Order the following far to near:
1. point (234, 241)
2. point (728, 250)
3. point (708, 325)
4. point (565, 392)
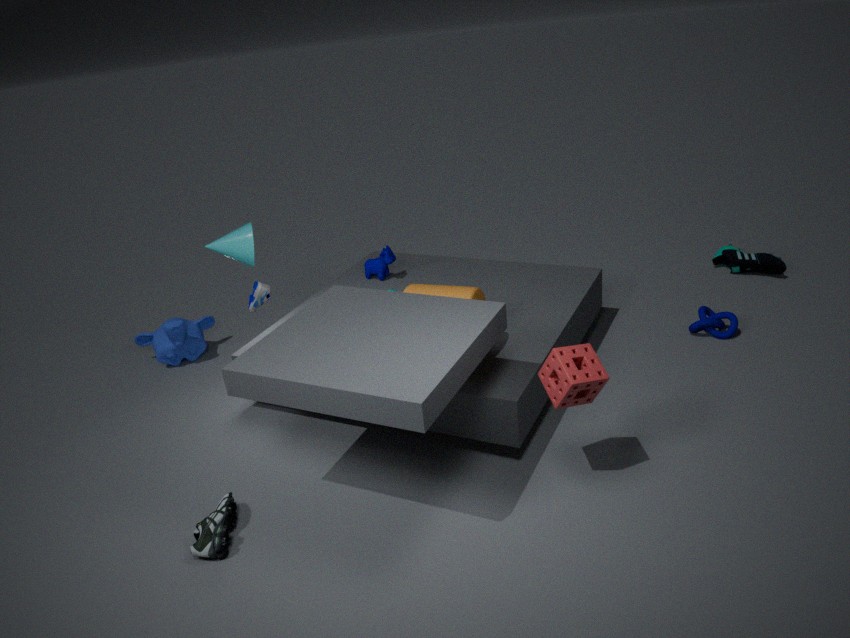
point (728, 250)
point (708, 325)
point (234, 241)
point (565, 392)
